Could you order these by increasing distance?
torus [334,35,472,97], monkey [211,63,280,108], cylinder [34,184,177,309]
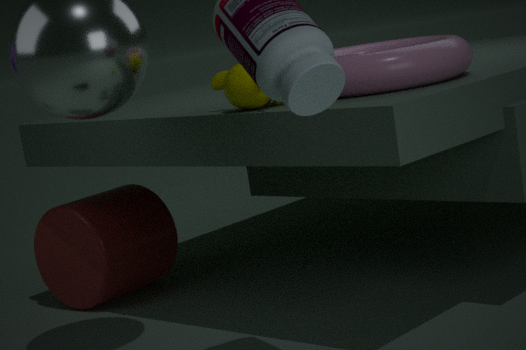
1. torus [334,35,472,97]
2. monkey [211,63,280,108]
3. cylinder [34,184,177,309]
